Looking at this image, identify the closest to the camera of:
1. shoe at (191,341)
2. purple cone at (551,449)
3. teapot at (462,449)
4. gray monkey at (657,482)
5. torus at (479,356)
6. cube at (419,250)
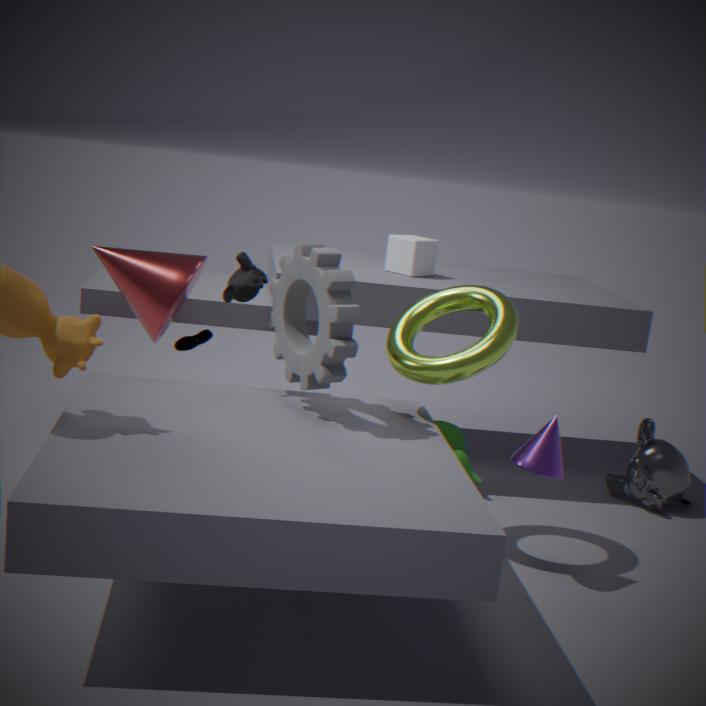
purple cone at (551,449)
